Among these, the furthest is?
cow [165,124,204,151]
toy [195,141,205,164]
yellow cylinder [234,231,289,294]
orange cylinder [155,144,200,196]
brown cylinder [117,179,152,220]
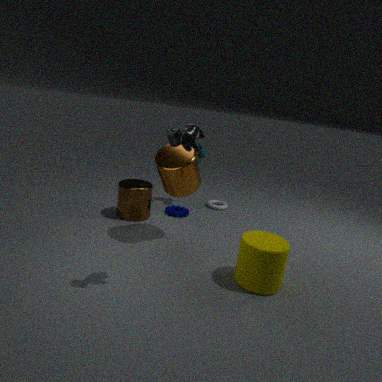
toy [195,141,205,164]
